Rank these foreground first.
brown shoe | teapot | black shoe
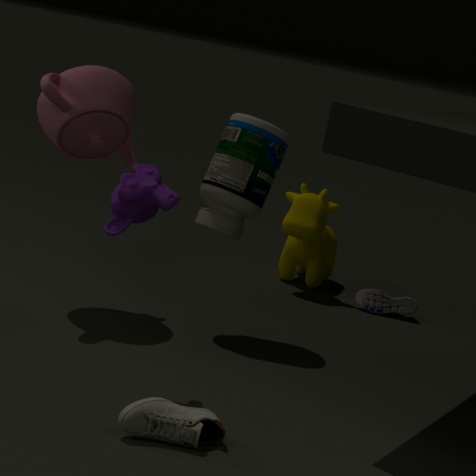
brown shoe
teapot
black shoe
